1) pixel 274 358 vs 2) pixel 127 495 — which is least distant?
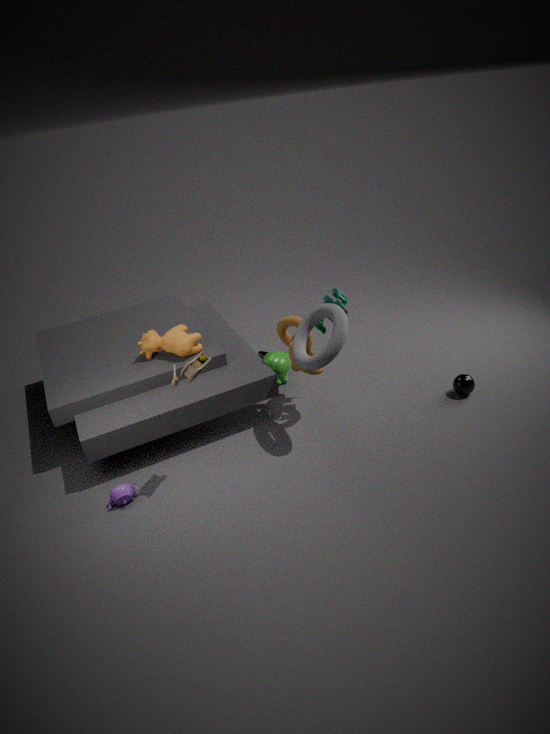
2. pixel 127 495
